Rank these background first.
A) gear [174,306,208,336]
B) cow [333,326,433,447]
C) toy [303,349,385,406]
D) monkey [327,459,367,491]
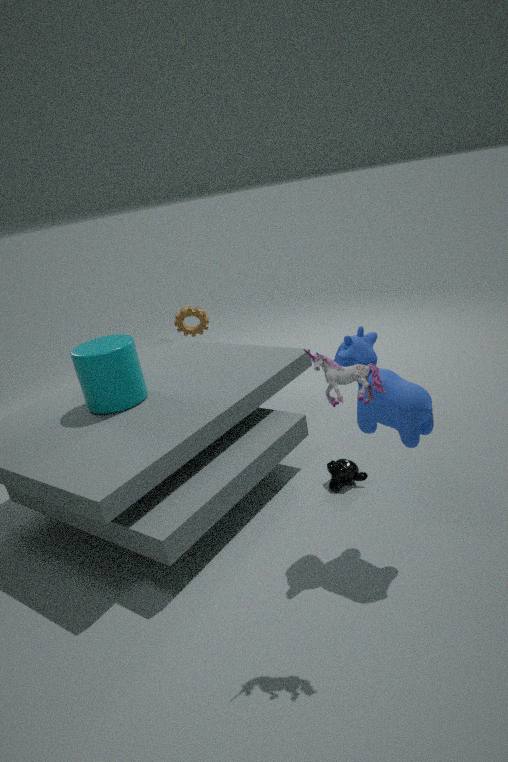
gear [174,306,208,336], monkey [327,459,367,491], cow [333,326,433,447], toy [303,349,385,406]
